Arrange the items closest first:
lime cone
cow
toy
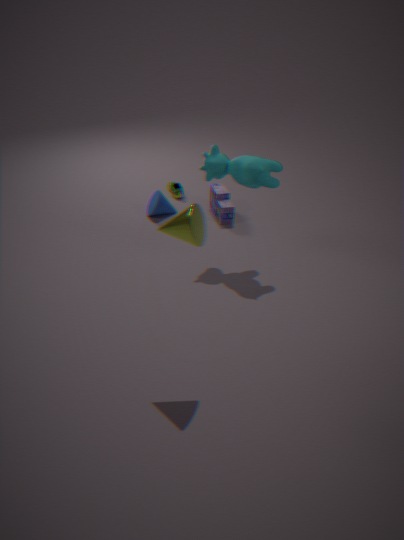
lime cone
cow
toy
